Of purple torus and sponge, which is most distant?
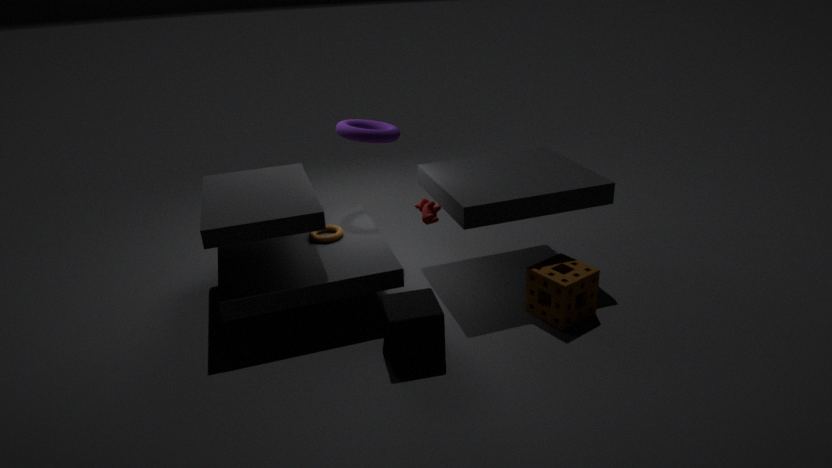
purple torus
